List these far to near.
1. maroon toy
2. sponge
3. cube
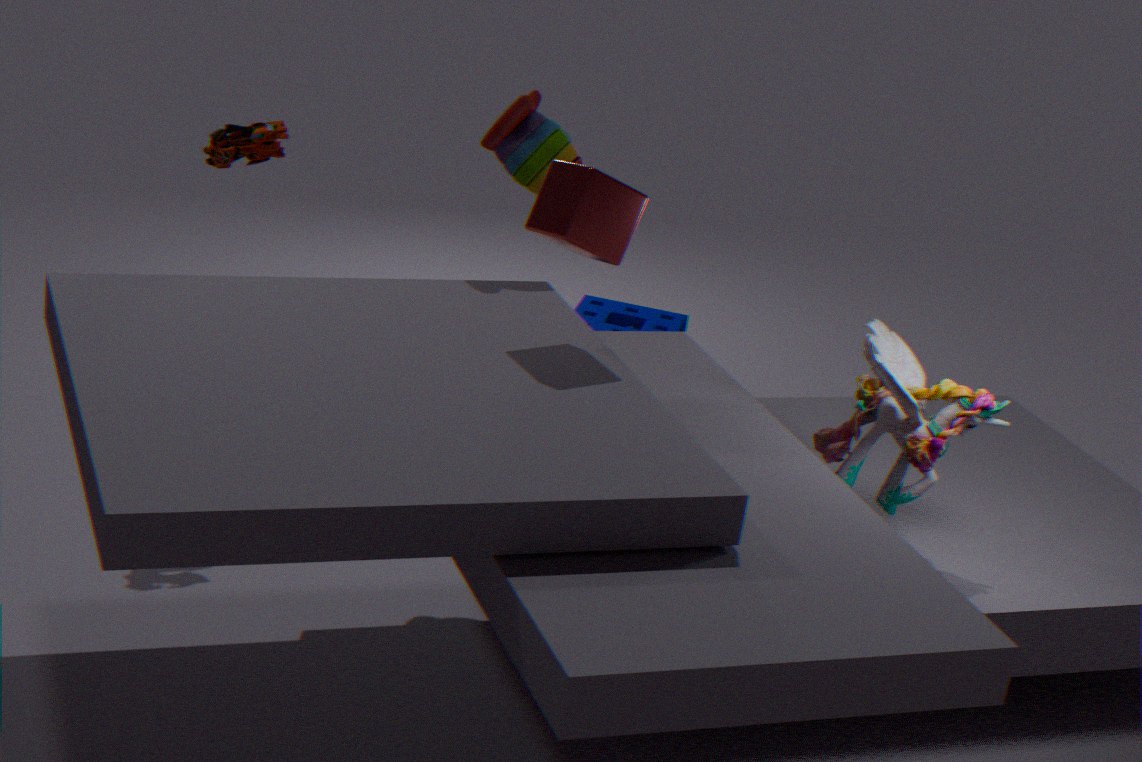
sponge < maroon toy < cube
